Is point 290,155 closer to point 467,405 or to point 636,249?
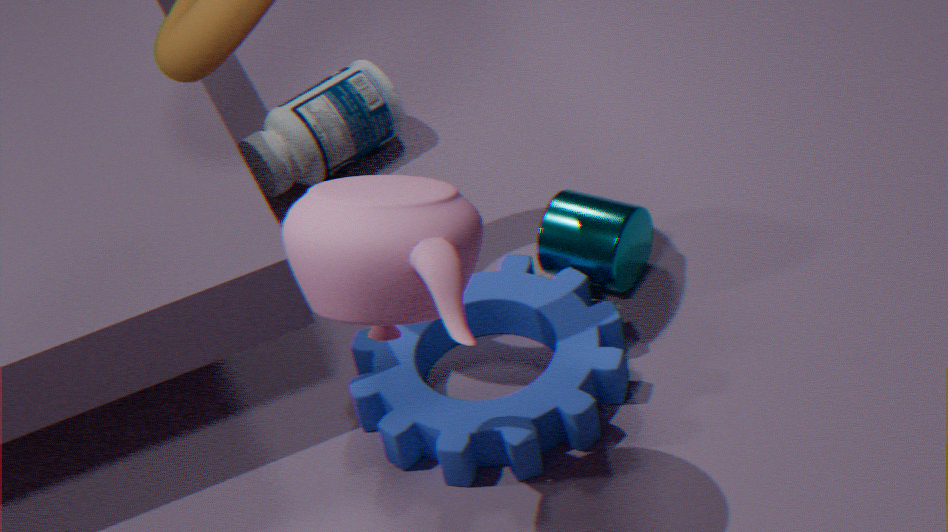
point 636,249
